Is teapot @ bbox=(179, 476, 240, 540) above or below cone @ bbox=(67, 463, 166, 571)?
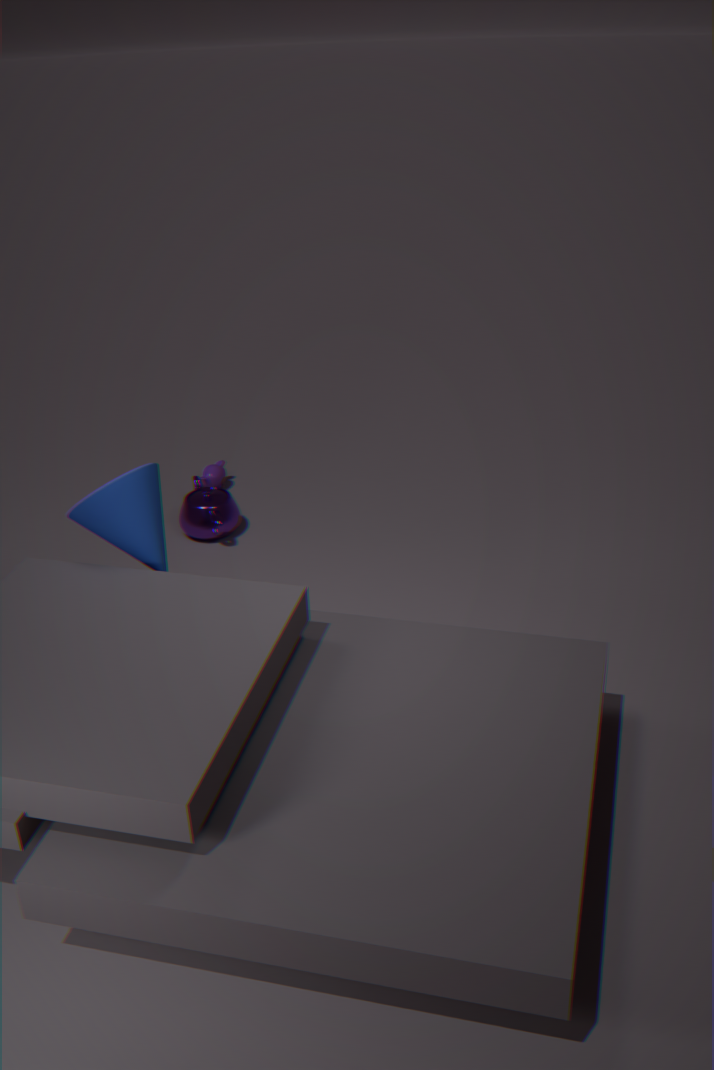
below
